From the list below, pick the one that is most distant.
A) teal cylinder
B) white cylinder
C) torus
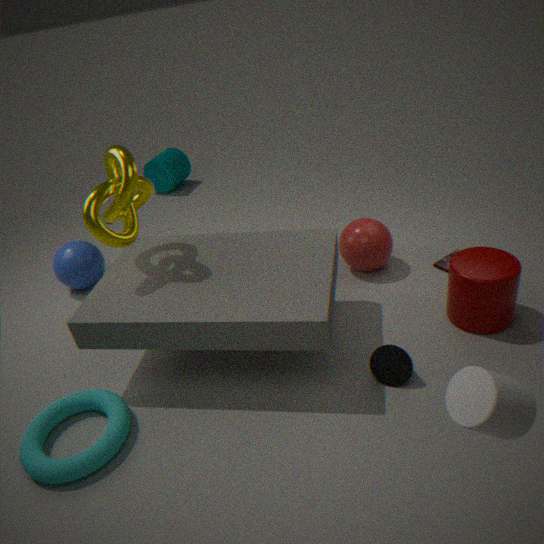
teal cylinder
